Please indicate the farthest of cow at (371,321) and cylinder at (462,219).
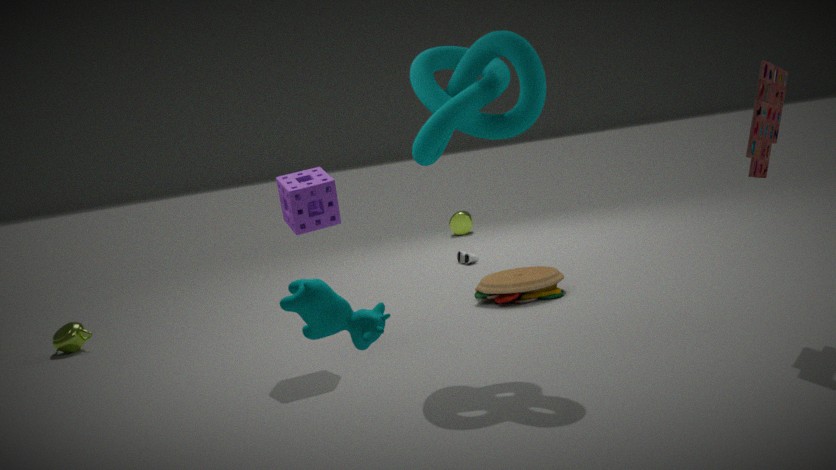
cylinder at (462,219)
